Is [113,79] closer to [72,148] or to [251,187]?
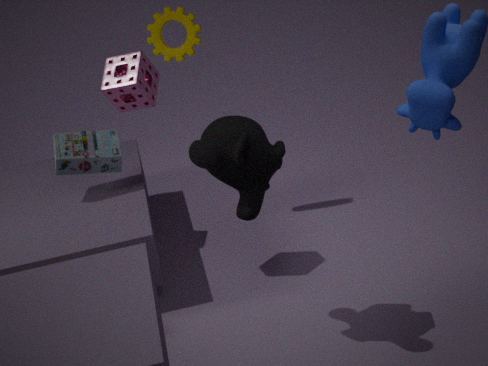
[72,148]
